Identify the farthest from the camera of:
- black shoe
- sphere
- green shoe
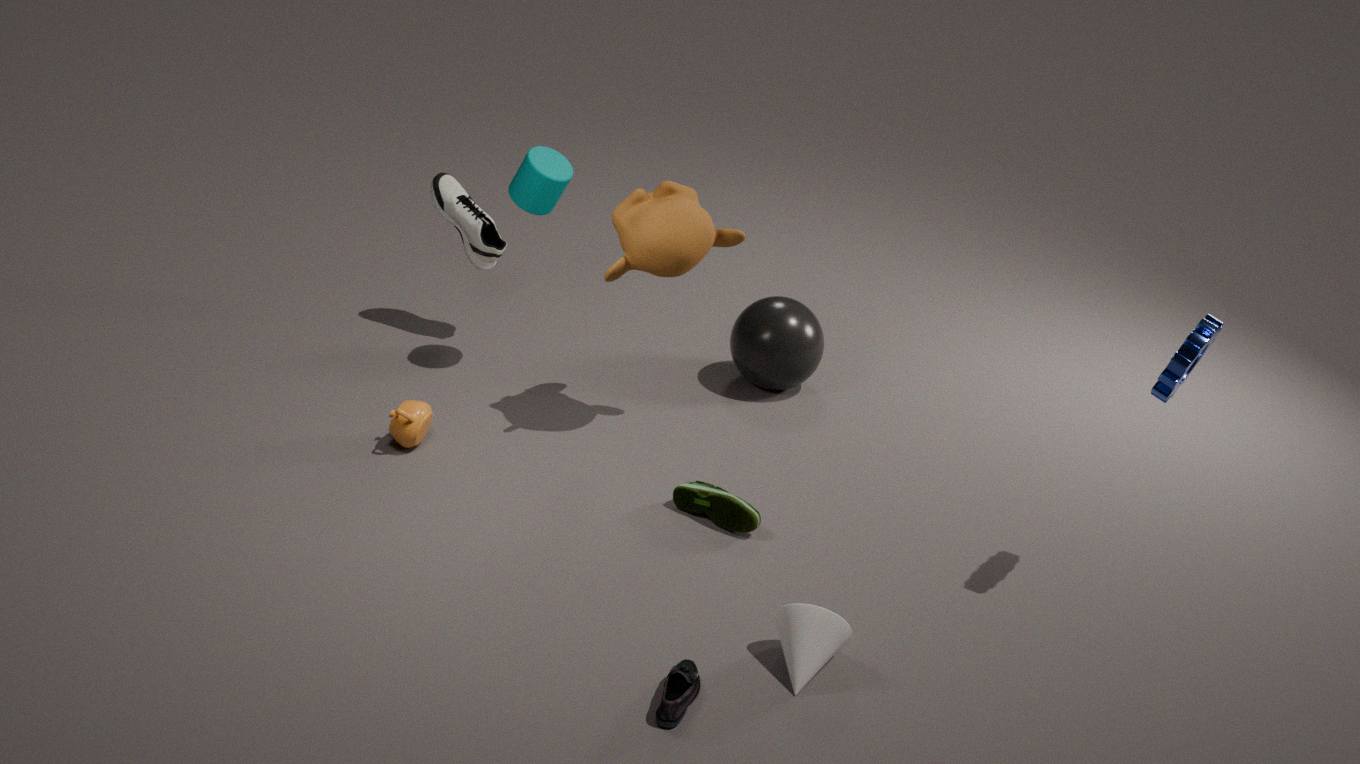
sphere
